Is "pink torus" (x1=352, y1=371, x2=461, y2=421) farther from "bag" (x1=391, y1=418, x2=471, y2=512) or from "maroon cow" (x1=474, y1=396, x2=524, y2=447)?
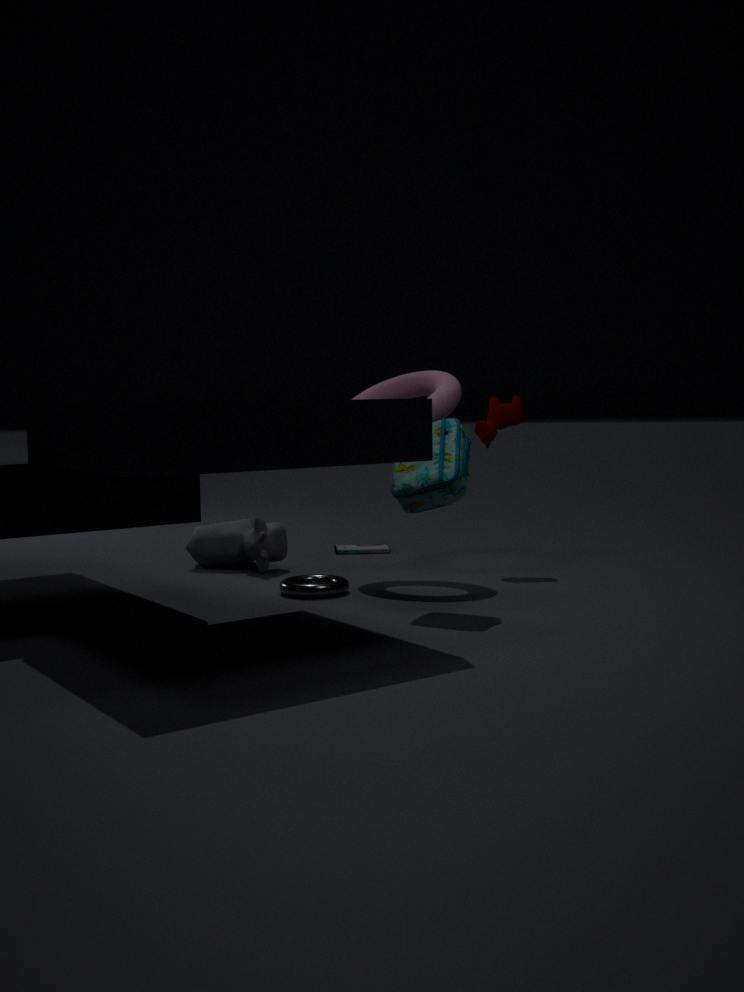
"bag" (x1=391, y1=418, x2=471, y2=512)
